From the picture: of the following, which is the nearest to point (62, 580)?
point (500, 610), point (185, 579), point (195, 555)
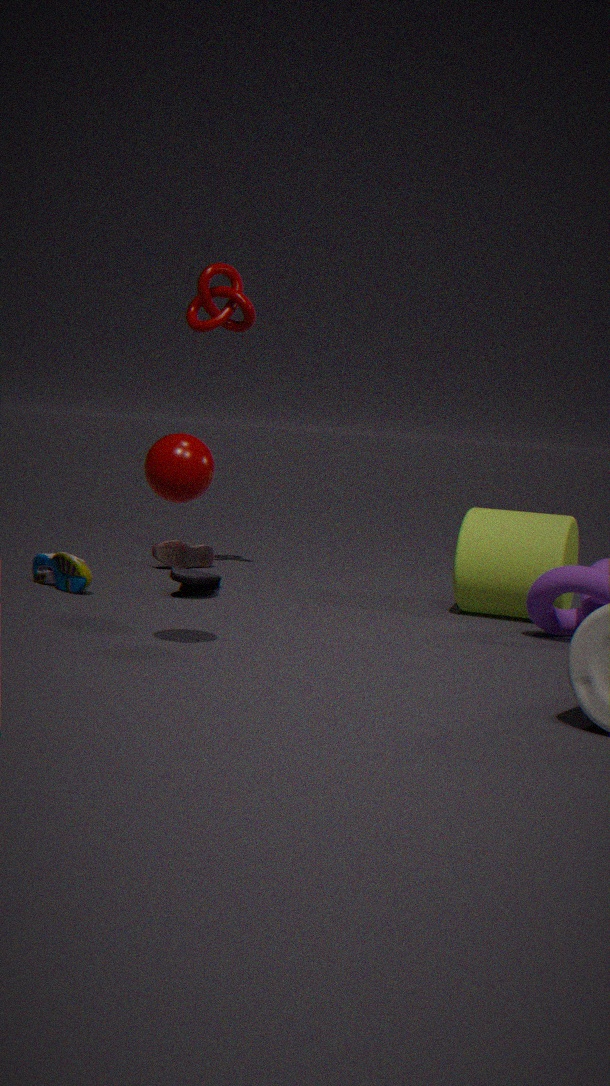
point (185, 579)
